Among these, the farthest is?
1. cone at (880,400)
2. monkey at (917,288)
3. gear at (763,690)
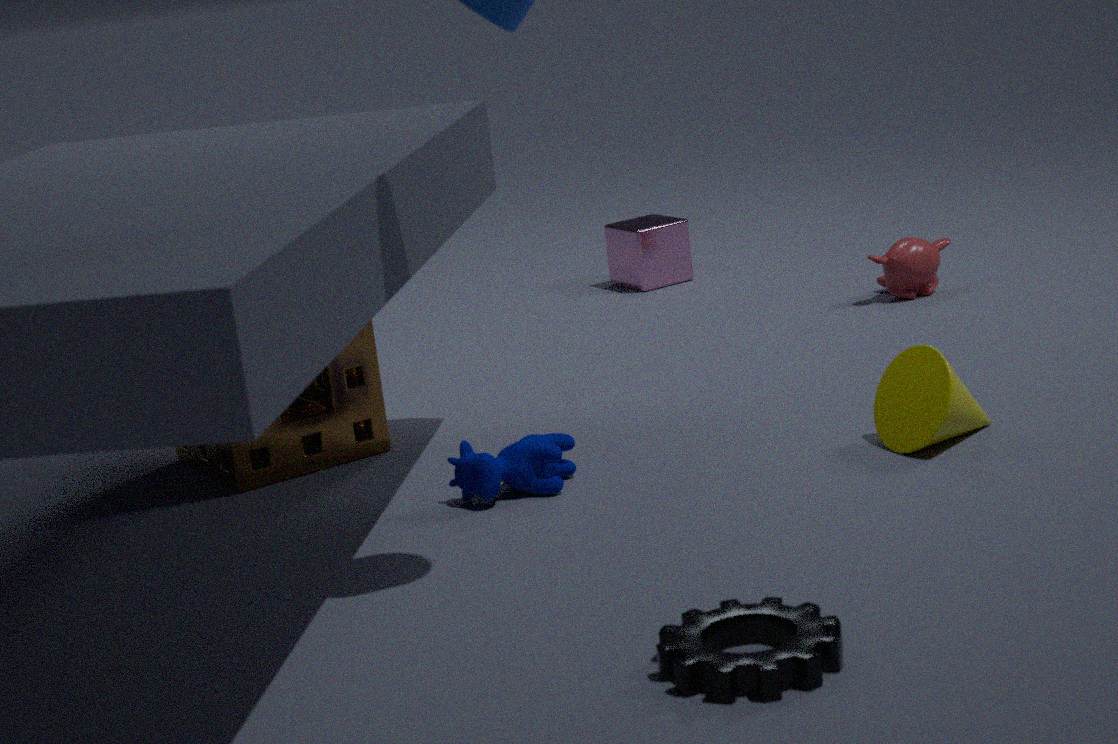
monkey at (917,288)
